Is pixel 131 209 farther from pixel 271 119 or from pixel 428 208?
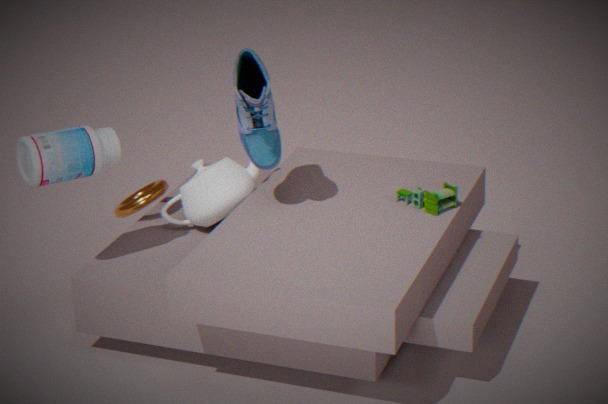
pixel 428 208
